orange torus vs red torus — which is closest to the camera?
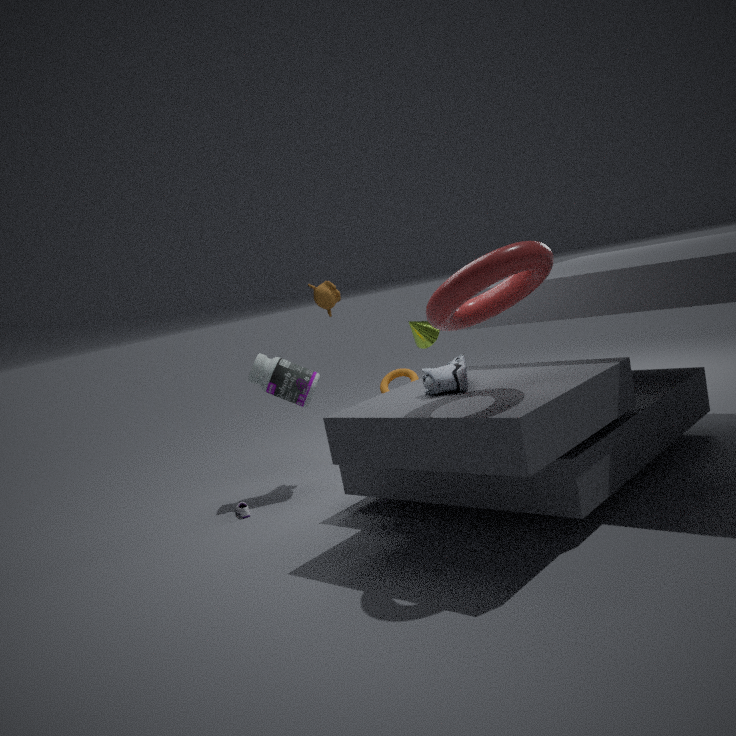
red torus
